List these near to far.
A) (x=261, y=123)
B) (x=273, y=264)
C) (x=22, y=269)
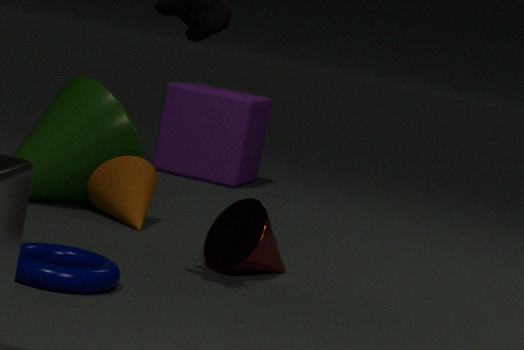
(x=22, y=269)
(x=273, y=264)
(x=261, y=123)
